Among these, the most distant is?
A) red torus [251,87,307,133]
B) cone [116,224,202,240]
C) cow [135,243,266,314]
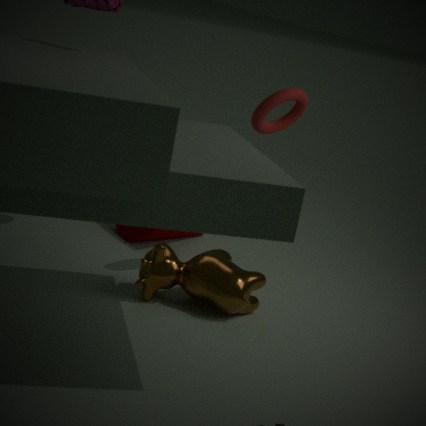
cone [116,224,202,240]
